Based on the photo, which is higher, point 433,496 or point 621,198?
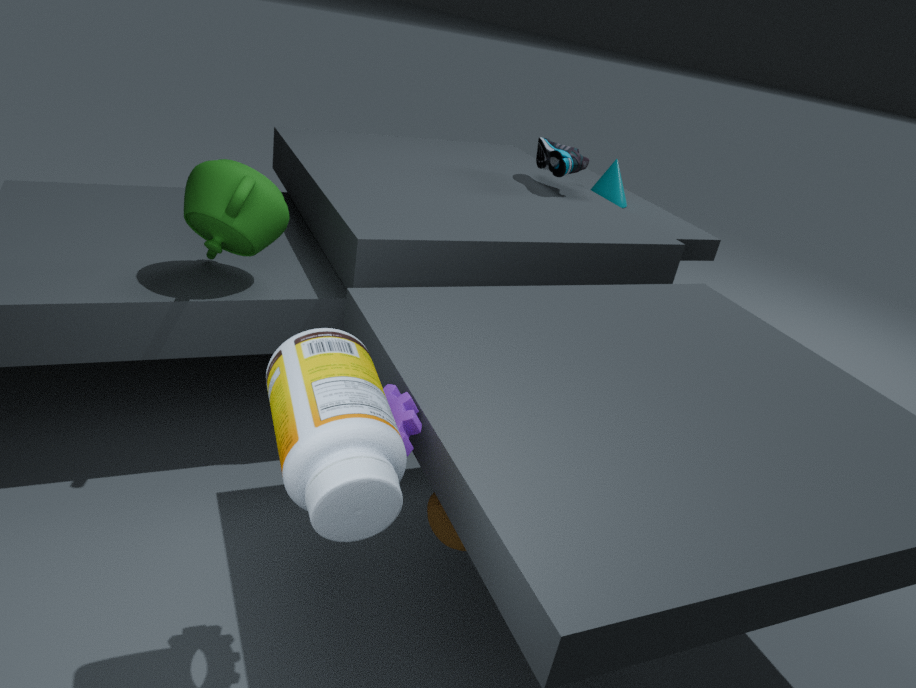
point 621,198
